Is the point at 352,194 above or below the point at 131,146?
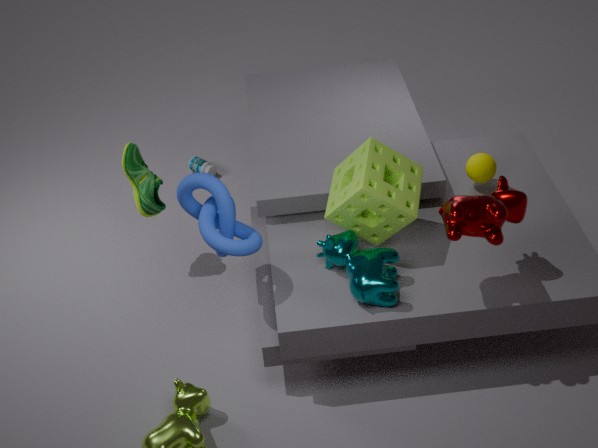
above
